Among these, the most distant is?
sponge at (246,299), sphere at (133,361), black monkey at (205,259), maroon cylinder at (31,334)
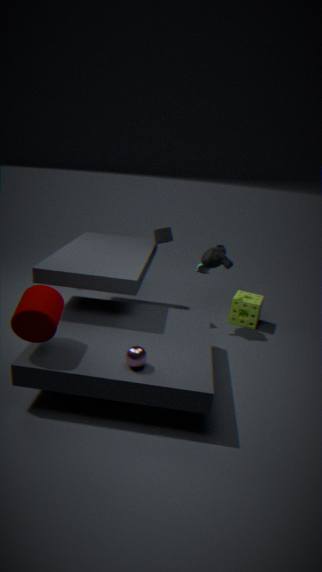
sponge at (246,299)
